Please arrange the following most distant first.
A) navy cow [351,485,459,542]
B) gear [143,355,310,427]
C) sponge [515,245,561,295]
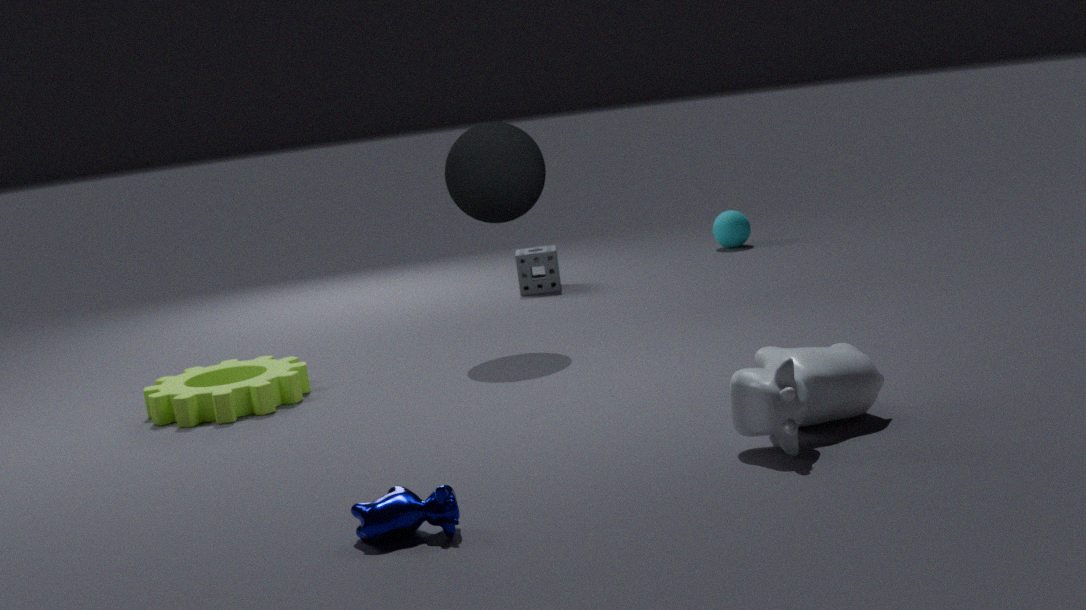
sponge [515,245,561,295], gear [143,355,310,427], navy cow [351,485,459,542]
